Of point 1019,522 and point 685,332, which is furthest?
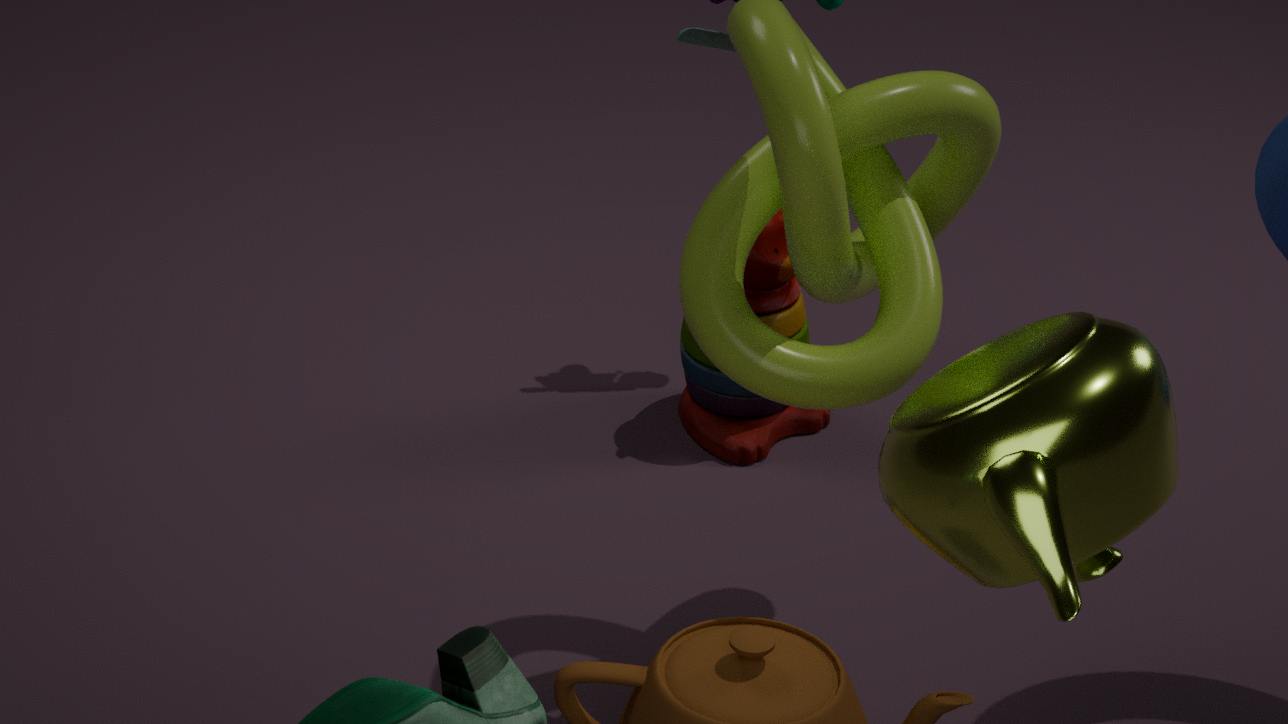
point 685,332
